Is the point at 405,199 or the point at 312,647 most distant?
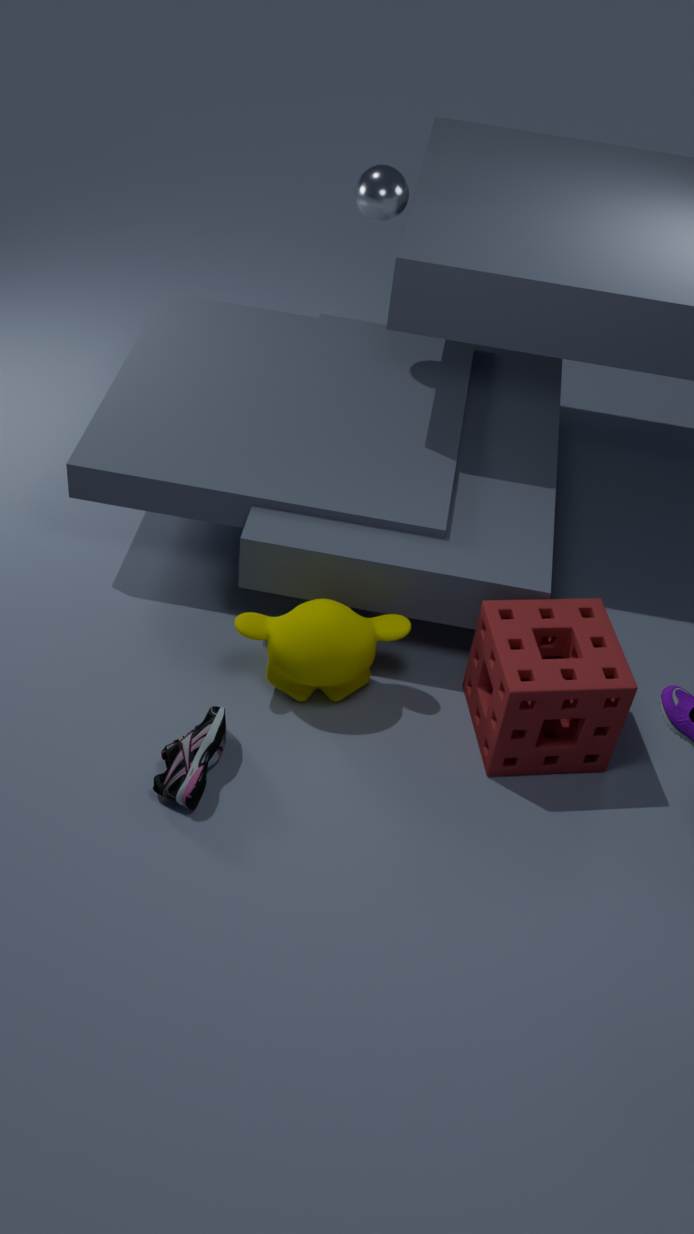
the point at 405,199
